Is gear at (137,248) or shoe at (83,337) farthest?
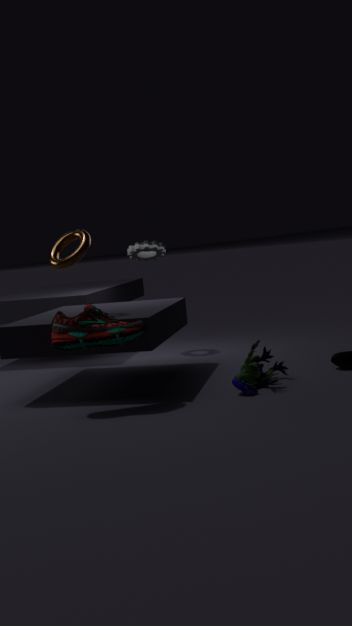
gear at (137,248)
